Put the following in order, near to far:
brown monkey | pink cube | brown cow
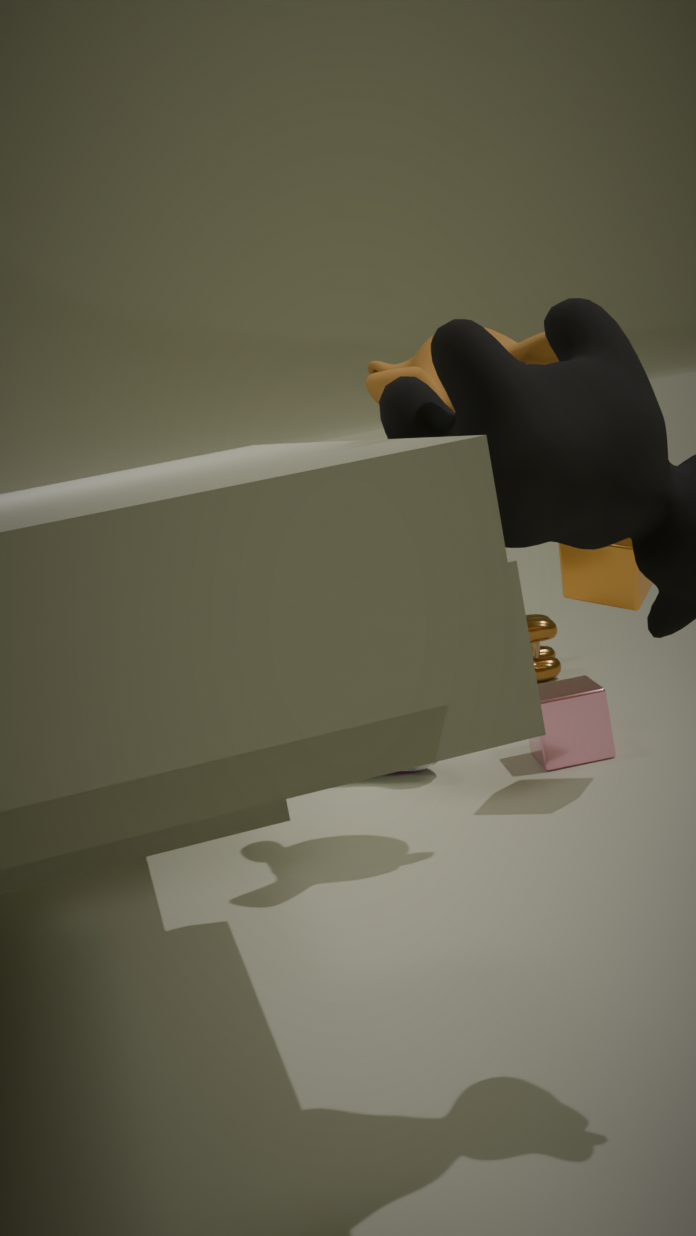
brown monkey
pink cube
brown cow
